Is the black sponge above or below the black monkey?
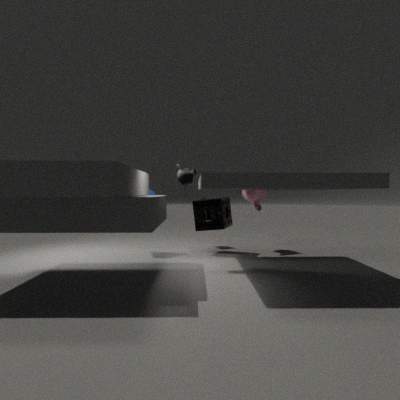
below
